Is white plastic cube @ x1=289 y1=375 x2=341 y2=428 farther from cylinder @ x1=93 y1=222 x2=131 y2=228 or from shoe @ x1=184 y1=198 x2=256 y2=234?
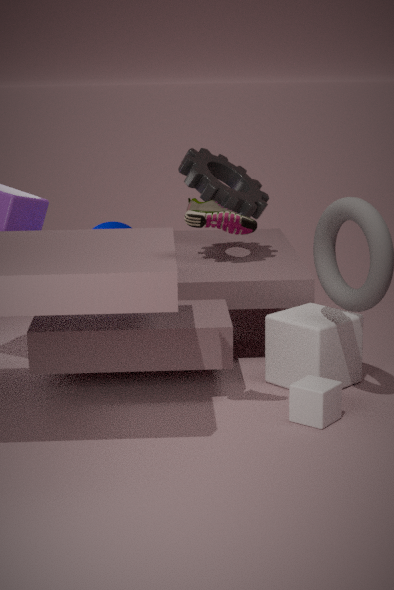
cylinder @ x1=93 y1=222 x2=131 y2=228
